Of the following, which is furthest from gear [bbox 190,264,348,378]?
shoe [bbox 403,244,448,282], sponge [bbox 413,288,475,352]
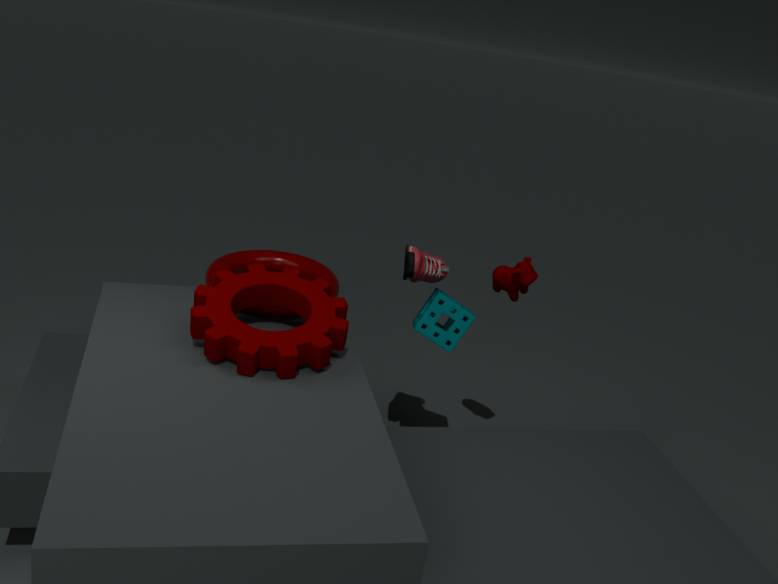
sponge [bbox 413,288,475,352]
